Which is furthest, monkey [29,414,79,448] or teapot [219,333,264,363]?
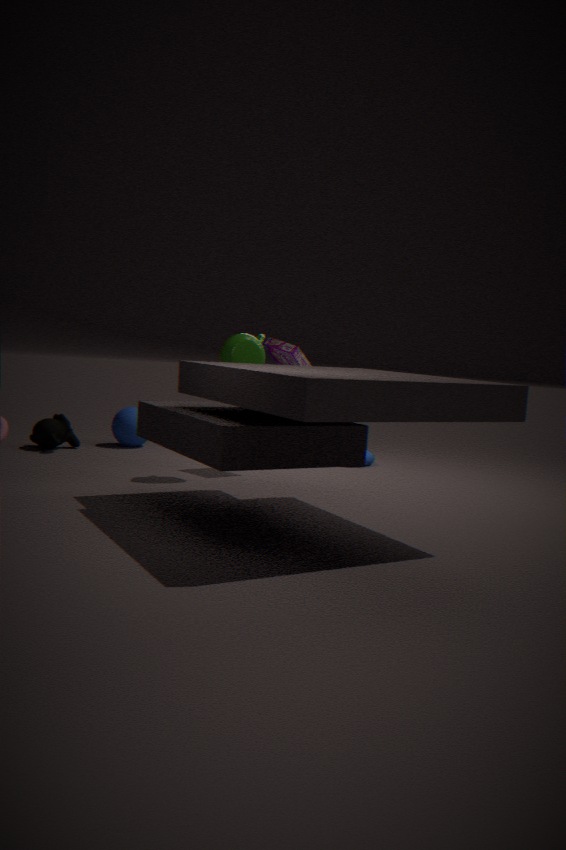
monkey [29,414,79,448]
